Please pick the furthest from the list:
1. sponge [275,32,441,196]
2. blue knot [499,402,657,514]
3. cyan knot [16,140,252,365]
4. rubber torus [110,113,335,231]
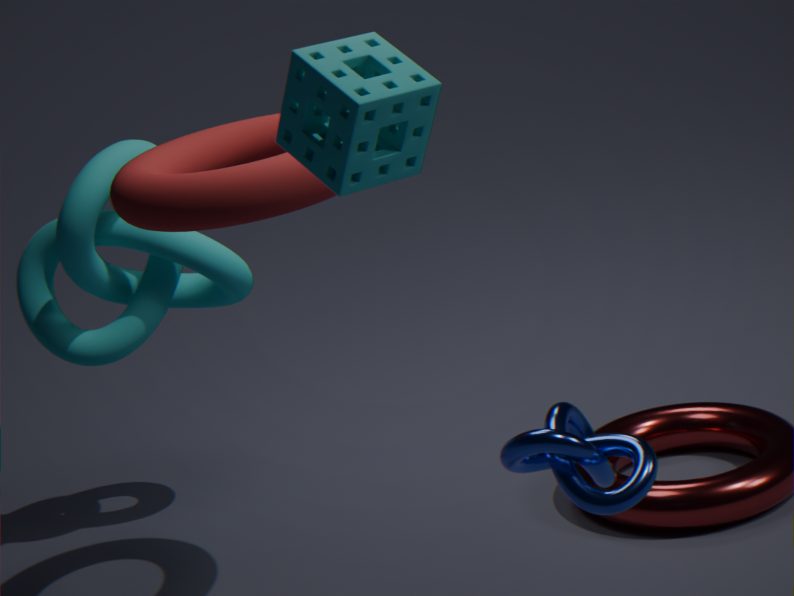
Result: cyan knot [16,140,252,365]
